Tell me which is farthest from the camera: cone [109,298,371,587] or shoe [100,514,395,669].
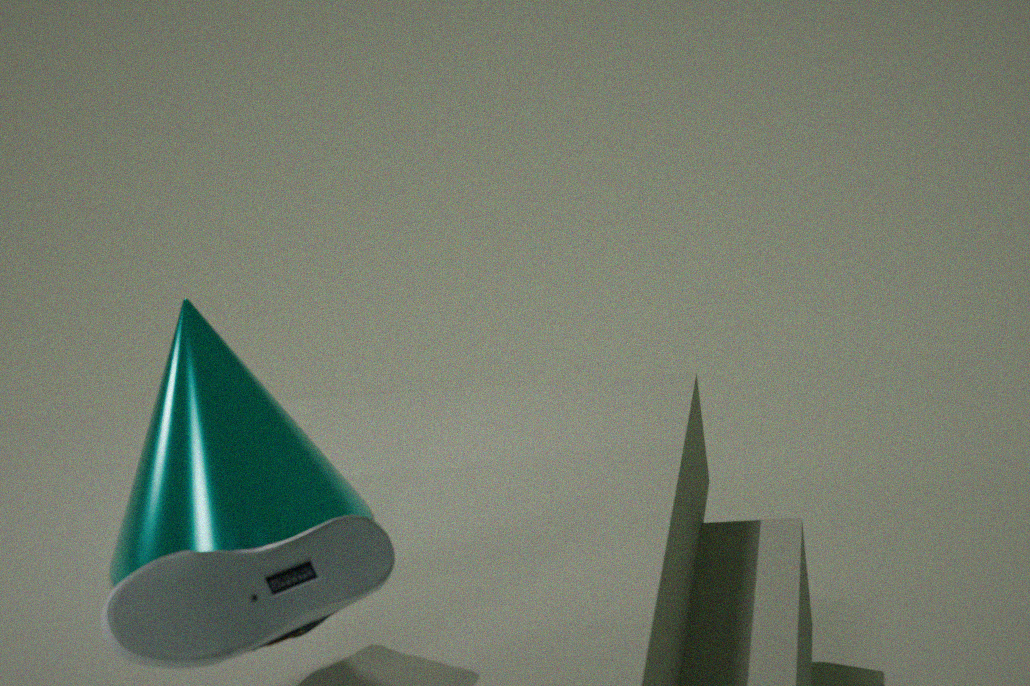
cone [109,298,371,587]
